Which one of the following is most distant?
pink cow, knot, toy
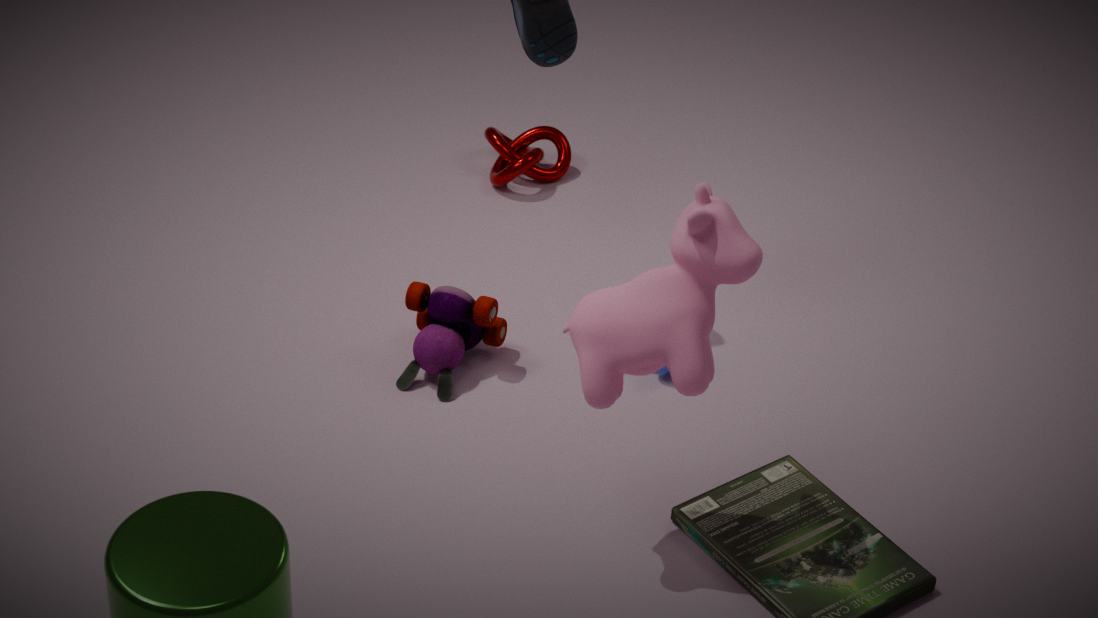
knot
